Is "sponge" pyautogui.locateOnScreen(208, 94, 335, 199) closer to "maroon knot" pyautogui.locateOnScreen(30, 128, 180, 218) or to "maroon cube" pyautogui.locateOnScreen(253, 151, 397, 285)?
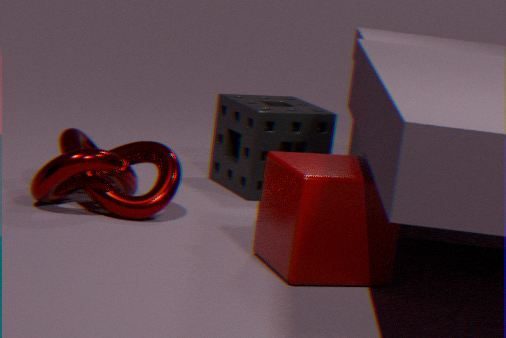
"maroon knot" pyautogui.locateOnScreen(30, 128, 180, 218)
